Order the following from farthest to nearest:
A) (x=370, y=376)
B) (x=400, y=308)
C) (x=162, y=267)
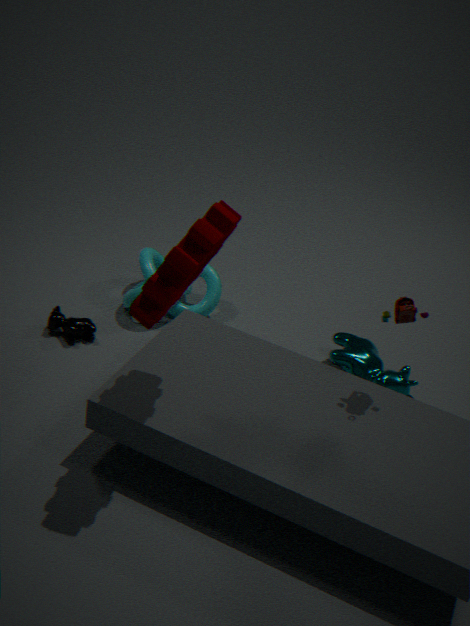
A. (x=370, y=376) → B. (x=400, y=308) → C. (x=162, y=267)
